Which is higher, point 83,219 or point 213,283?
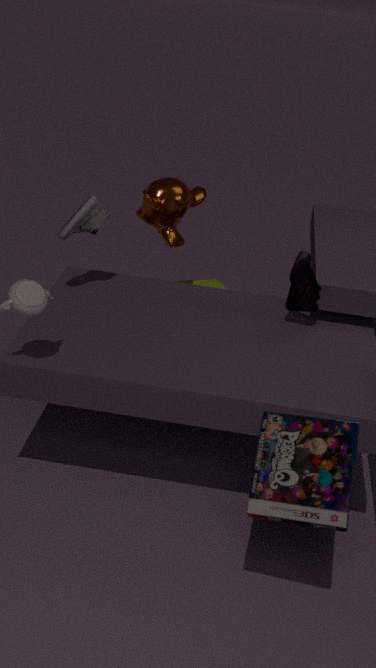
point 83,219
